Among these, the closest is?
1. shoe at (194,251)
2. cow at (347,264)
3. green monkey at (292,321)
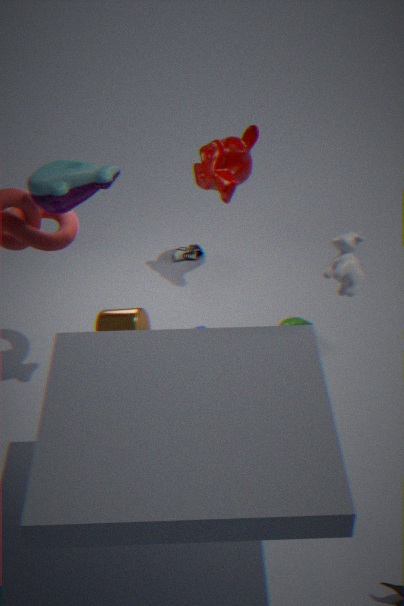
cow at (347,264)
